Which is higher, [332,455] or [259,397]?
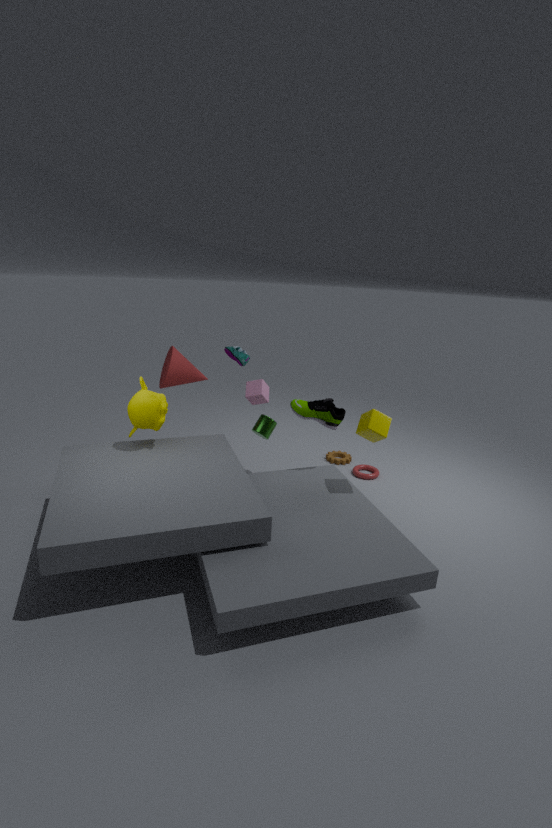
[259,397]
